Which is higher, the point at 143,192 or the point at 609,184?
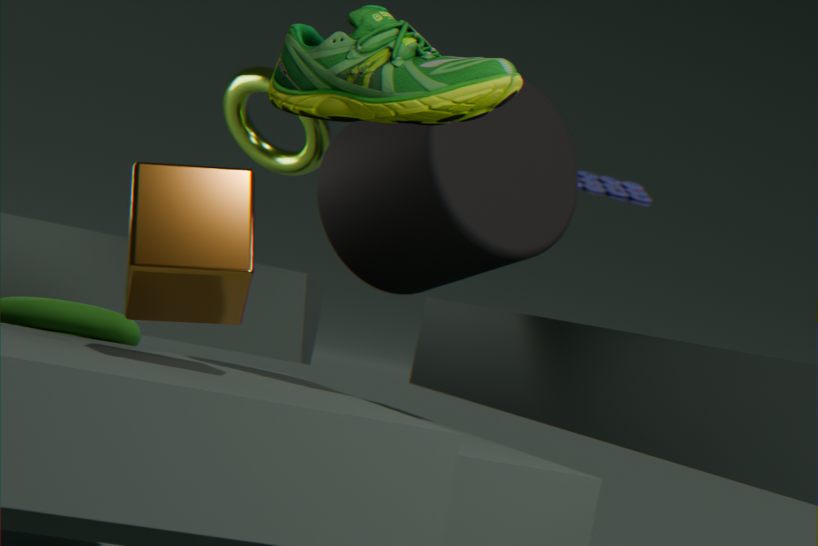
the point at 609,184
